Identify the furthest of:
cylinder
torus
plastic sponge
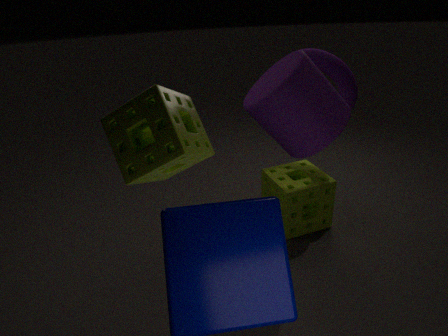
torus
